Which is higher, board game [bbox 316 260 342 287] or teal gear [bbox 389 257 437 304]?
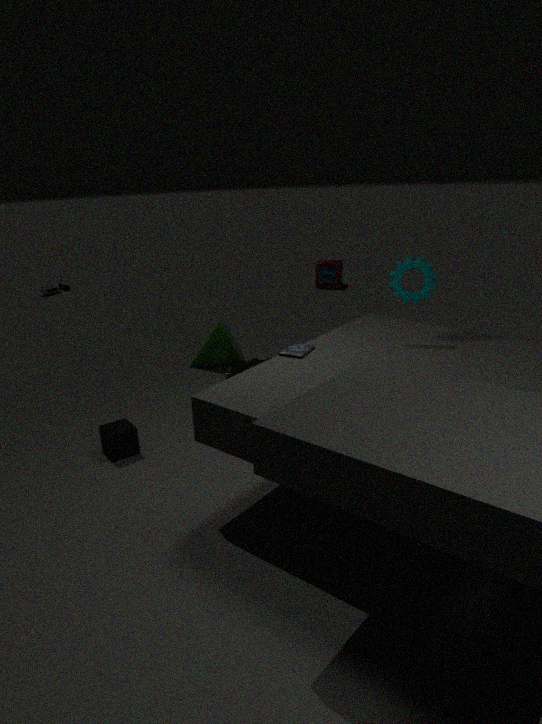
teal gear [bbox 389 257 437 304]
